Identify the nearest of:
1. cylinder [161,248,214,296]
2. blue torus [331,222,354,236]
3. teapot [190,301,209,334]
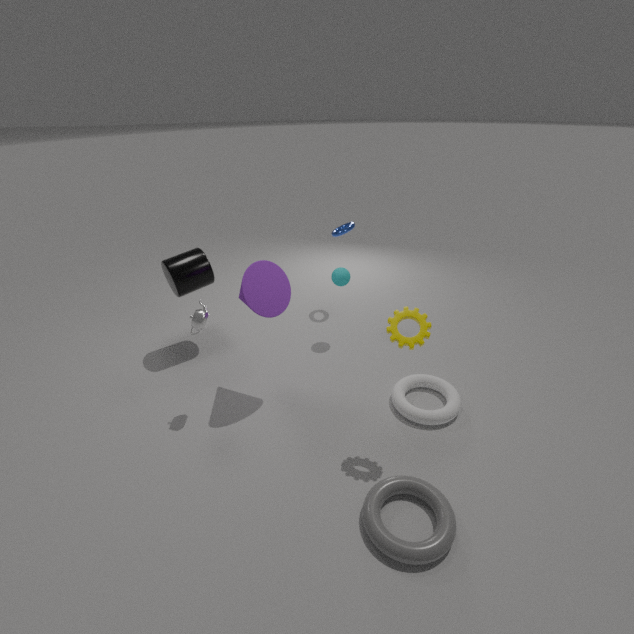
teapot [190,301,209,334]
